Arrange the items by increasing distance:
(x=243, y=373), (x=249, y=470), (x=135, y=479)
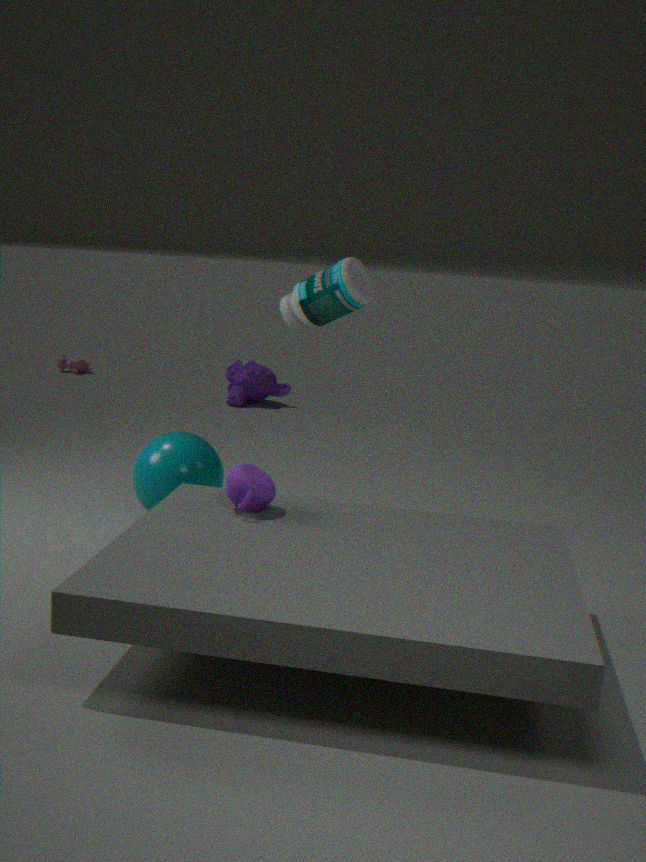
(x=249, y=470) < (x=135, y=479) < (x=243, y=373)
